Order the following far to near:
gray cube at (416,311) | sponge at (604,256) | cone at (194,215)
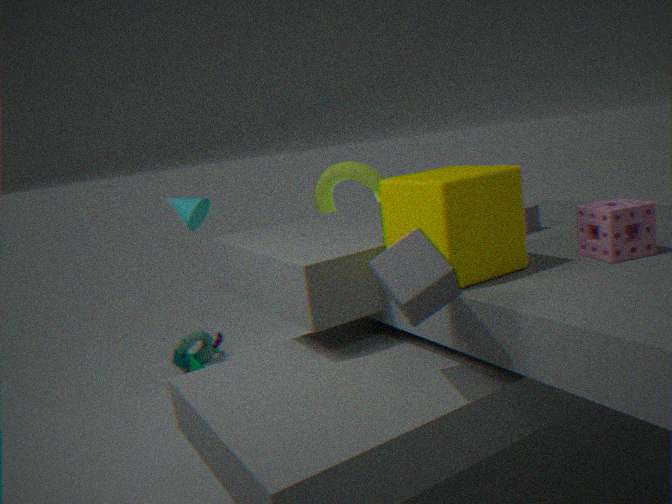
cone at (194,215), sponge at (604,256), gray cube at (416,311)
